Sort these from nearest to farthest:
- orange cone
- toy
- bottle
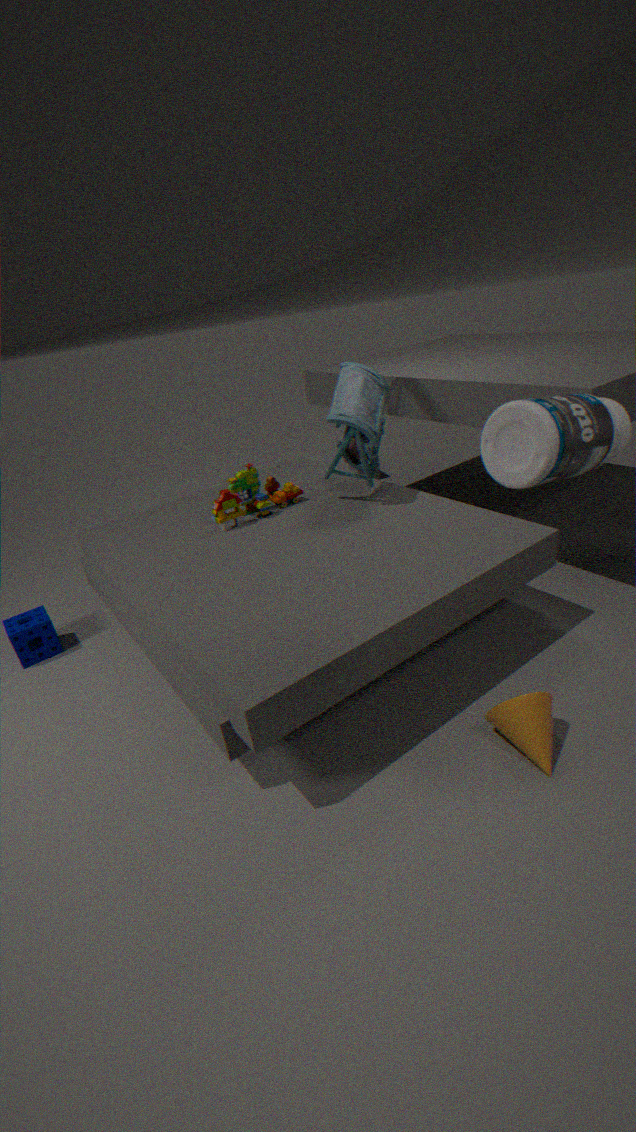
bottle → orange cone → toy
